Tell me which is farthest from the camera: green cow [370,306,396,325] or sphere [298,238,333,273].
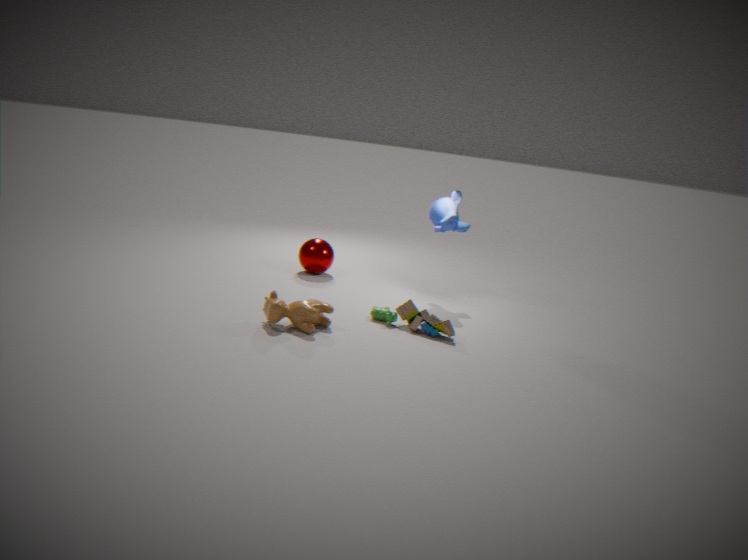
sphere [298,238,333,273]
